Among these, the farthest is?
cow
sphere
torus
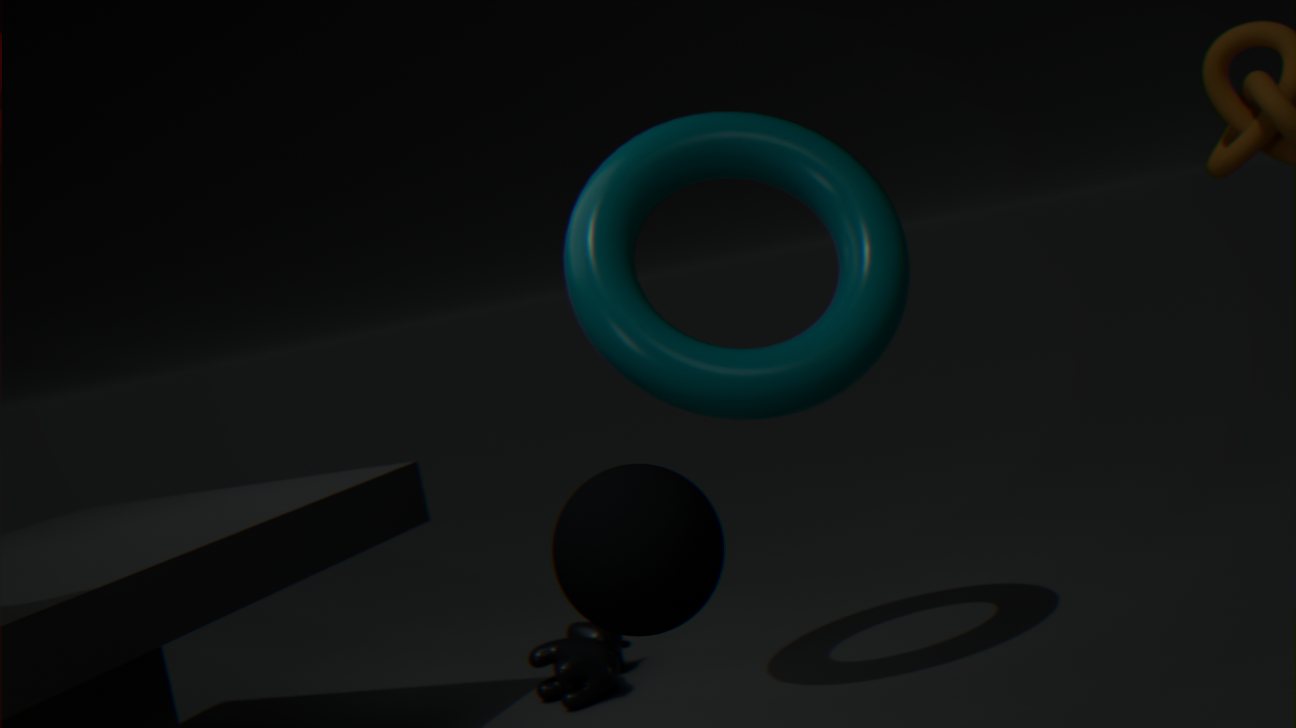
cow
